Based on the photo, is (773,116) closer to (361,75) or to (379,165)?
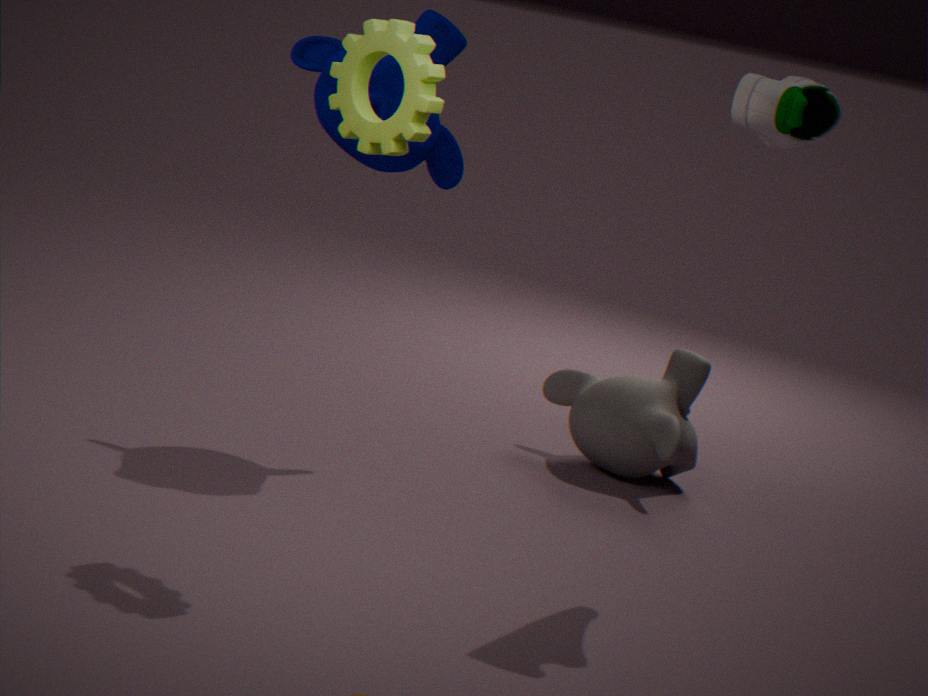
(361,75)
